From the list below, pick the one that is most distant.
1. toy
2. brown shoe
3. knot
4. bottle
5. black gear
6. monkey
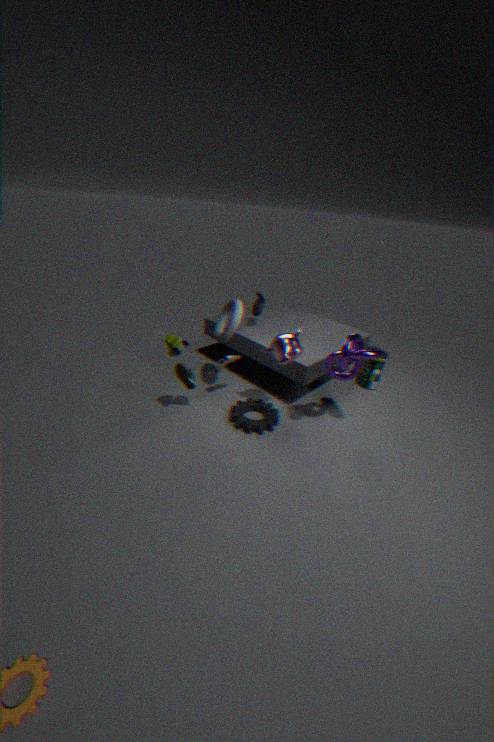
black gear
